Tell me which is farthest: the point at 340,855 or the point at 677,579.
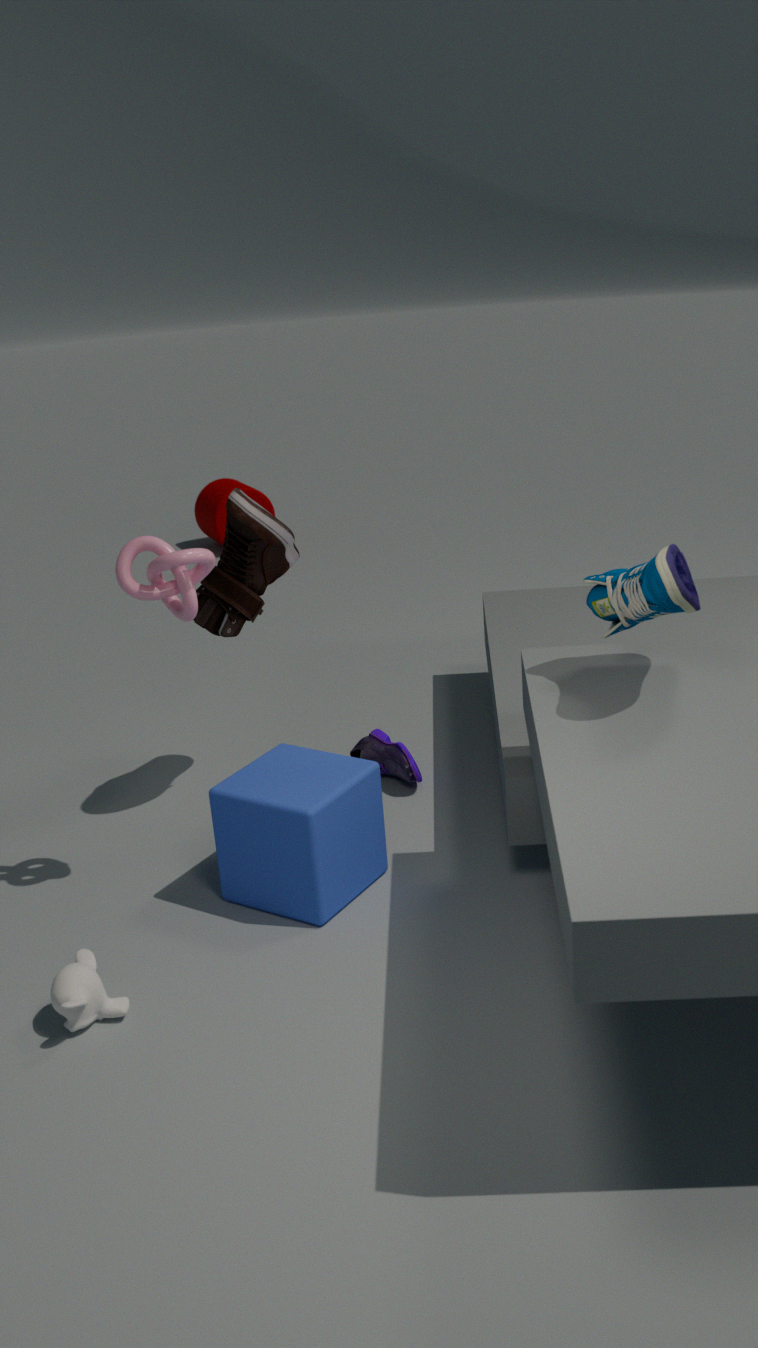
the point at 340,855
